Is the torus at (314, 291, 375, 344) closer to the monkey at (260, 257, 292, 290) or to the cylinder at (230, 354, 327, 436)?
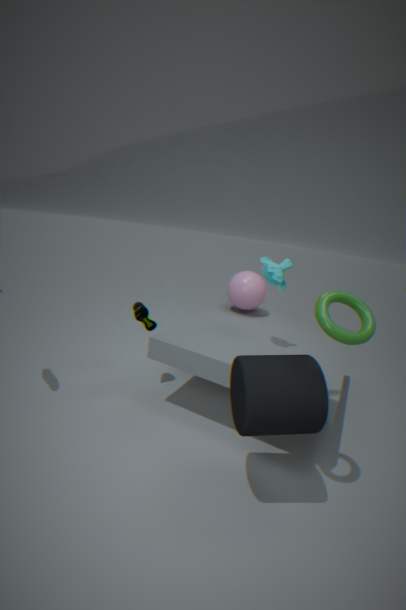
the cylinder at (230, 354, 327, 436)
